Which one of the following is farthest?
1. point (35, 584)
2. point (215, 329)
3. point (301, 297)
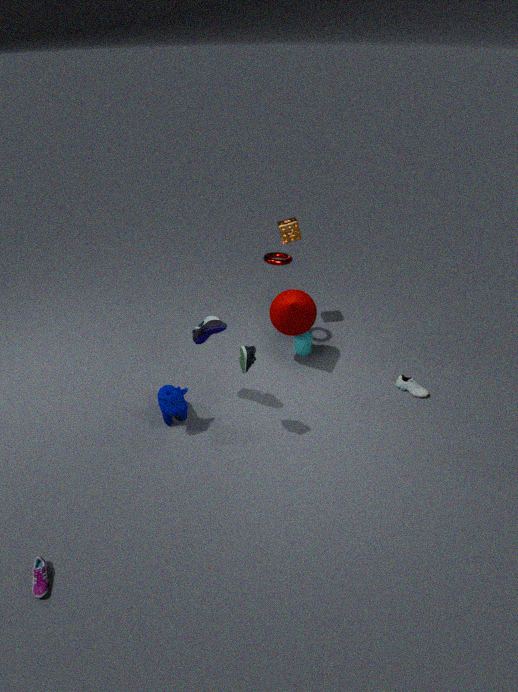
point (301, 297)
